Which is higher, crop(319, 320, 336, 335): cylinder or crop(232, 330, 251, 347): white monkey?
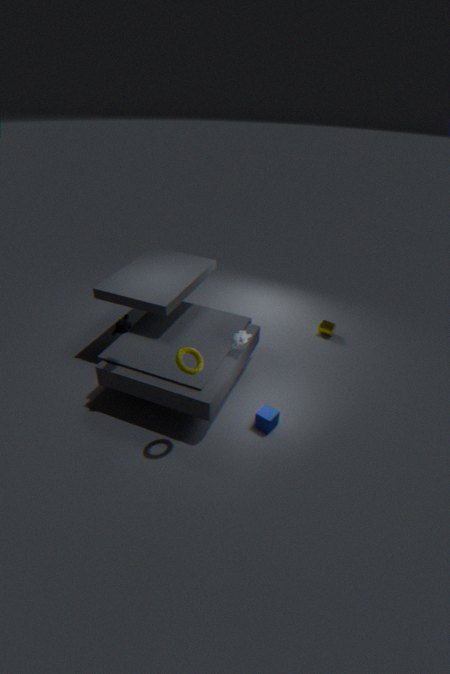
crop(232, 330, 251, 347): white monkey
